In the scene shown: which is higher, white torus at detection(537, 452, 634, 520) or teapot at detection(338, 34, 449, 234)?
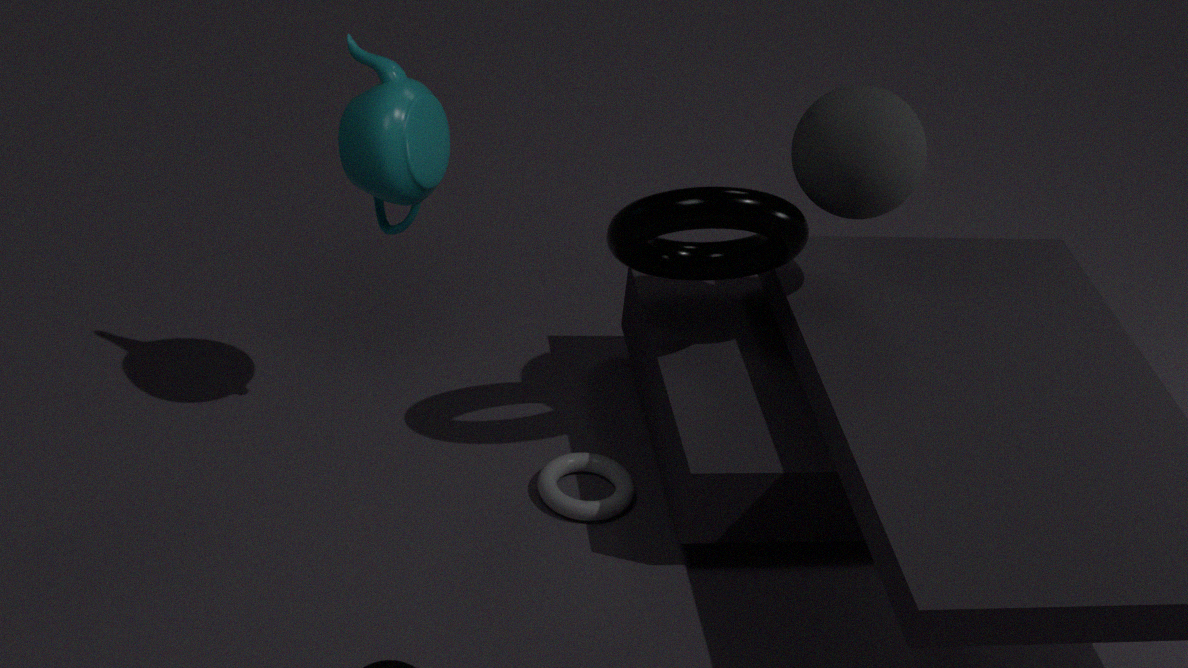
teapot at detection(338, 34, 449, 234)
